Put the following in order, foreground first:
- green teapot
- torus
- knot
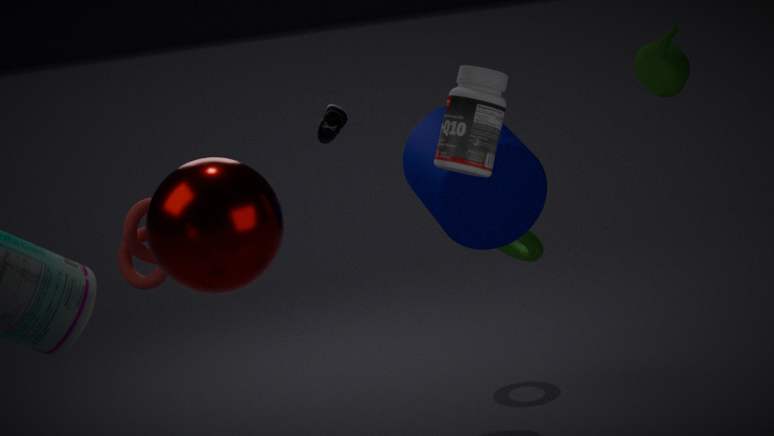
green teapot, knot, torus
